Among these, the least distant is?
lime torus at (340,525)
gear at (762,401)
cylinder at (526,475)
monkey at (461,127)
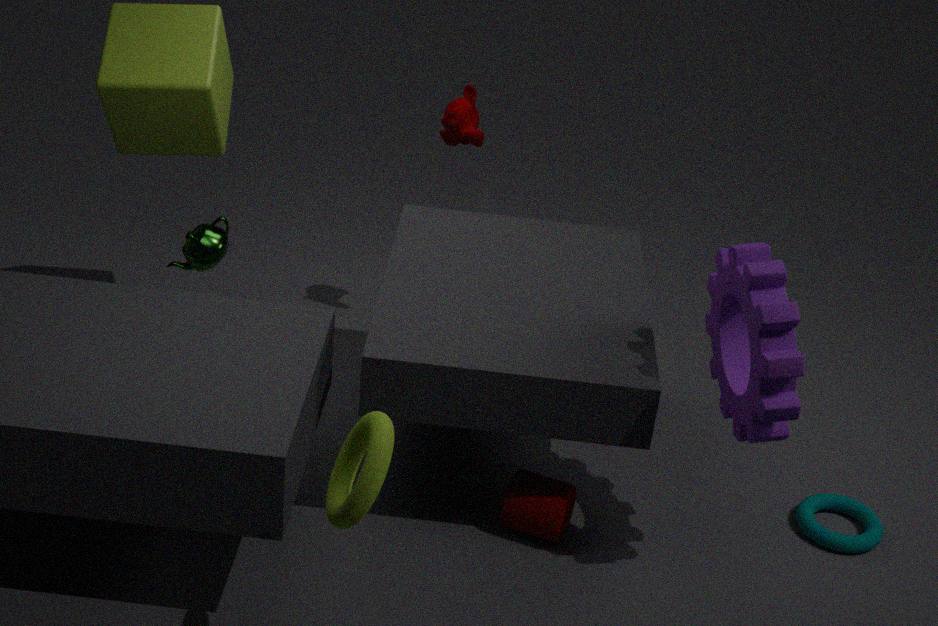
lime torus at (340,525)
